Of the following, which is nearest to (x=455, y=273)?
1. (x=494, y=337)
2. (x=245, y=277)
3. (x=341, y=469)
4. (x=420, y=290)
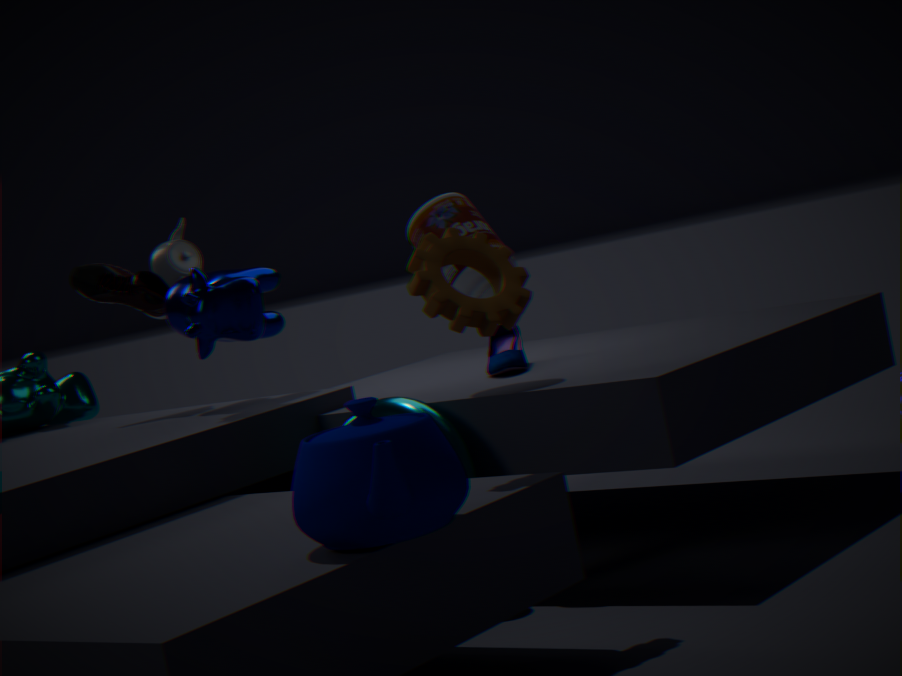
(x=494, y=337)
